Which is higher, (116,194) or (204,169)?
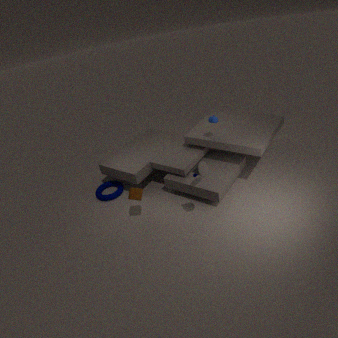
(204,169)
